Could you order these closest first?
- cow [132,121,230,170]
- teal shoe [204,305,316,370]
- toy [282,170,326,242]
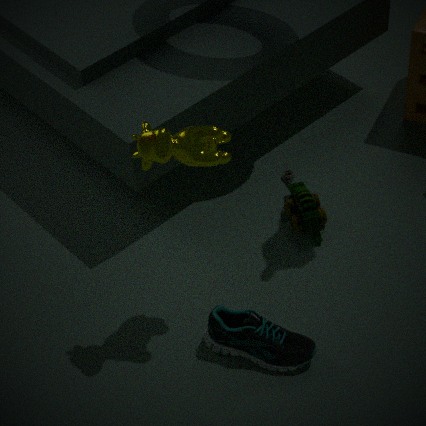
cow [132,121,230,170] → teal shoe [204,305,316,370] → toy [282,170,326,242]
